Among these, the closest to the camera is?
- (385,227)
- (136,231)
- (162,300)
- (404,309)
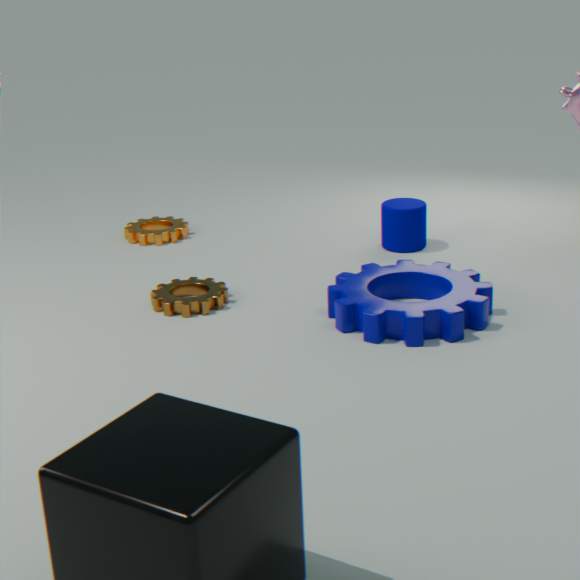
(404,309)
